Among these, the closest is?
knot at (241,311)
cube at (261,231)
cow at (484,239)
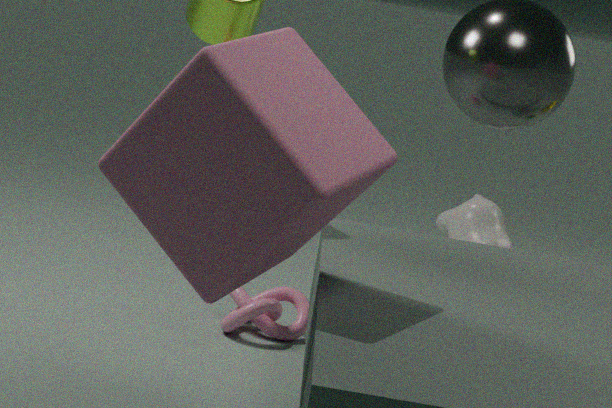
cube at (261,231)
